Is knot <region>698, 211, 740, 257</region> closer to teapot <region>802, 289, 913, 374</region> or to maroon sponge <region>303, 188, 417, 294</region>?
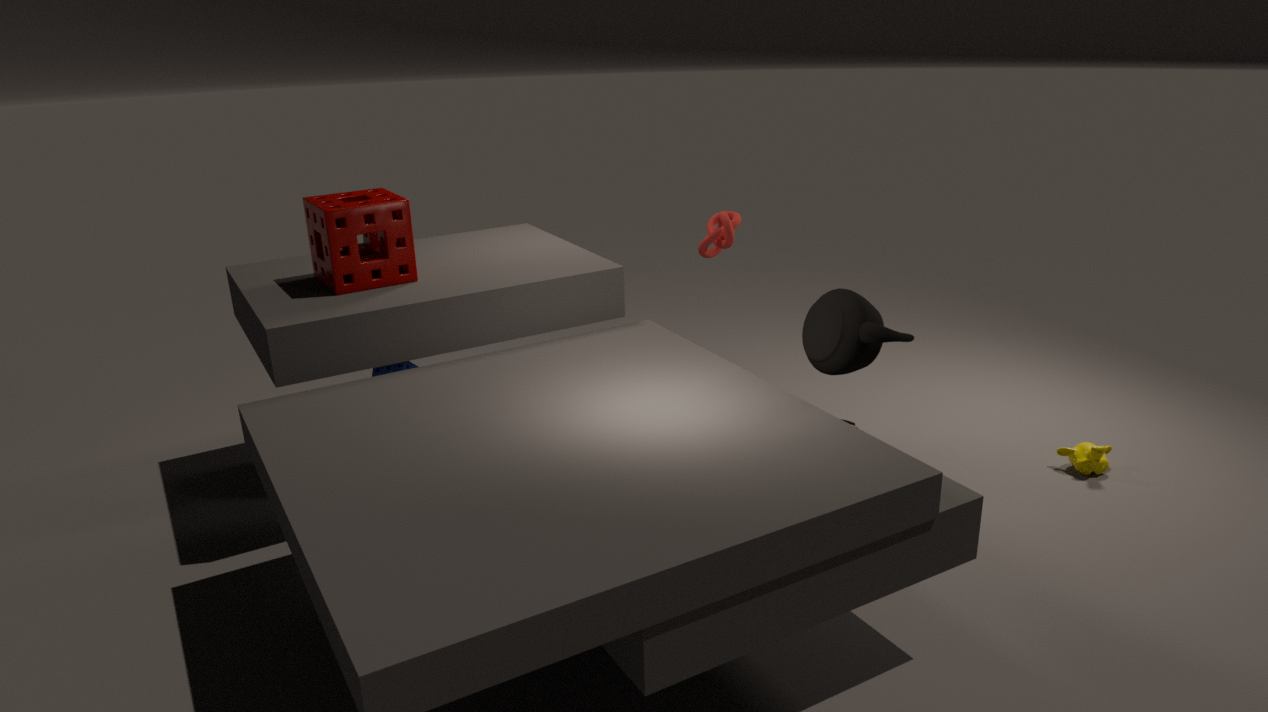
teapot <region>802, 289, 913, 374</region>
